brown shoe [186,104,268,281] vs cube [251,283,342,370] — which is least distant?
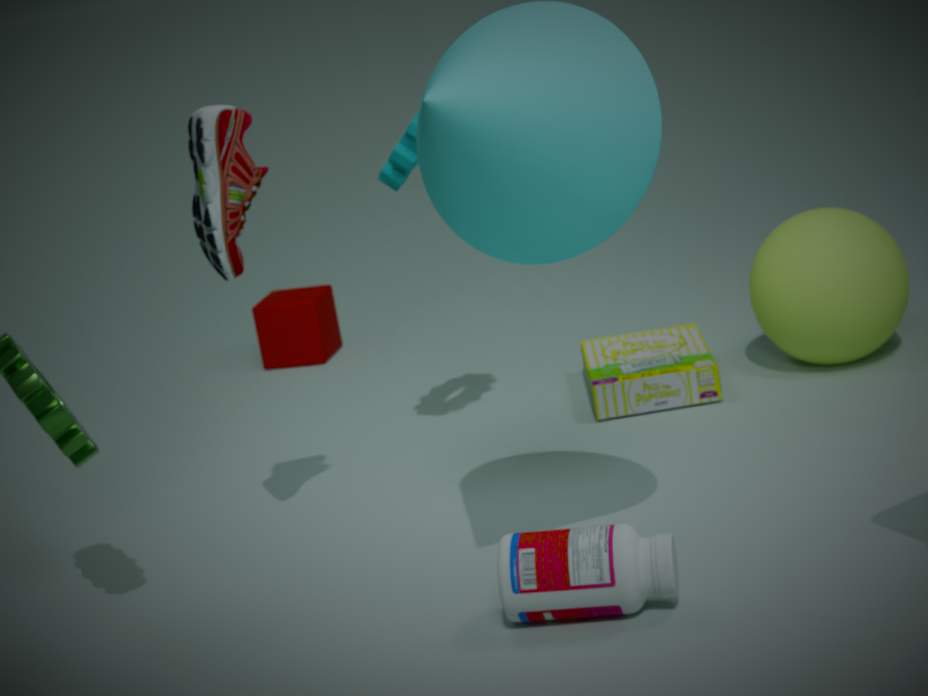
brown shoe [186,104,268,281]
